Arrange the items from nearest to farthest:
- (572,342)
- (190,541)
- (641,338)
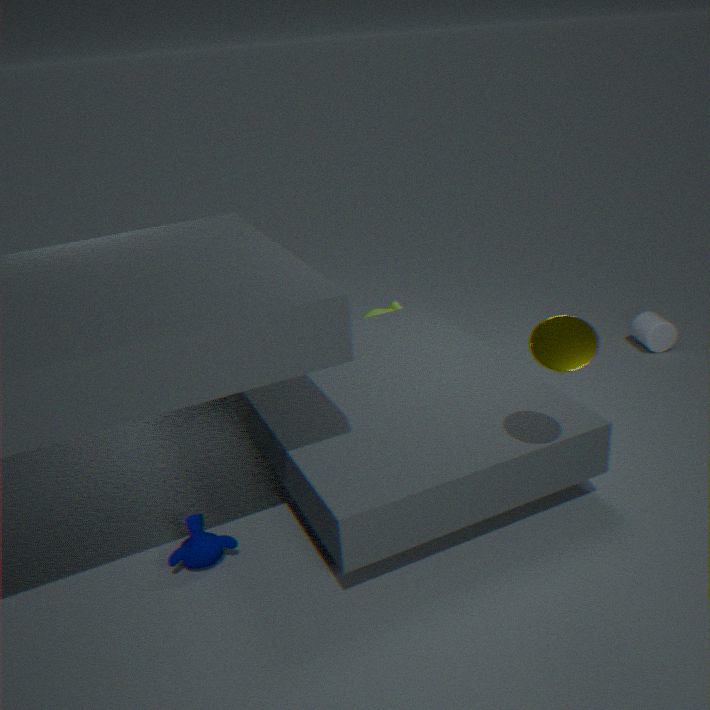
(572,342) → (190,541) → (641,338)
